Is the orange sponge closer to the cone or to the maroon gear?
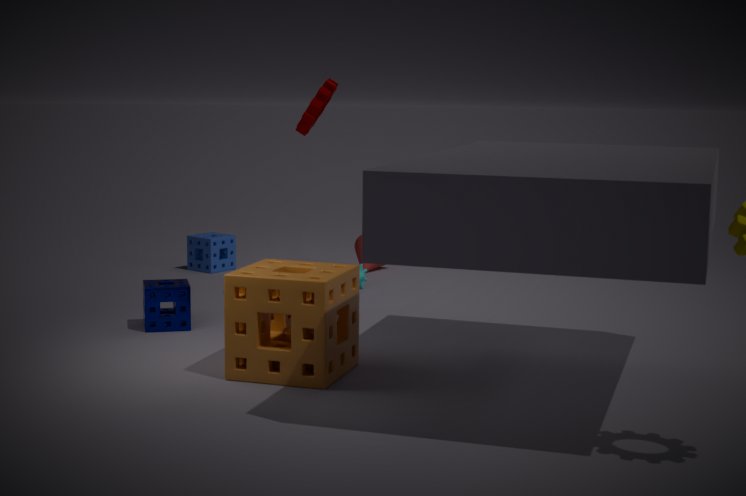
the maroon gear
